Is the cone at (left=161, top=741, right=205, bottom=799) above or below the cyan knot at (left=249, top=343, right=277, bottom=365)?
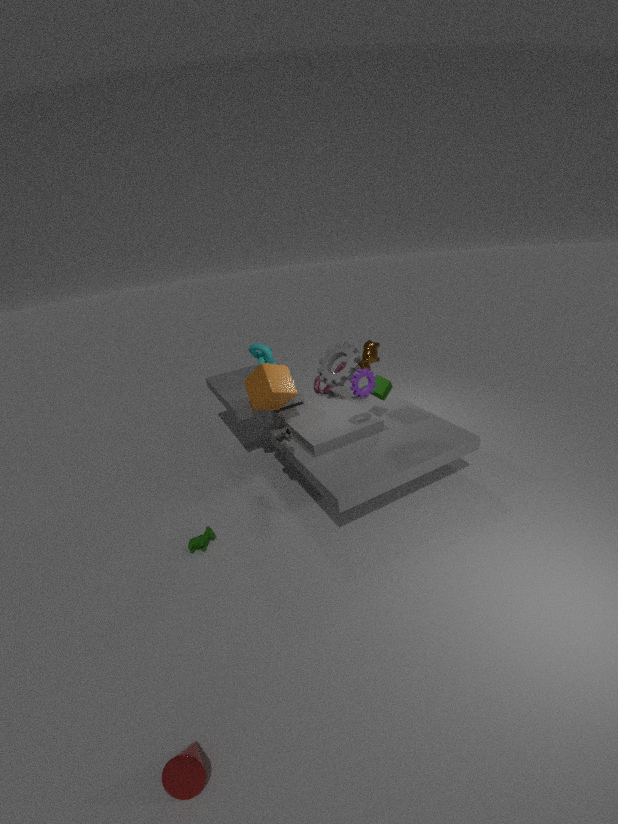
below
